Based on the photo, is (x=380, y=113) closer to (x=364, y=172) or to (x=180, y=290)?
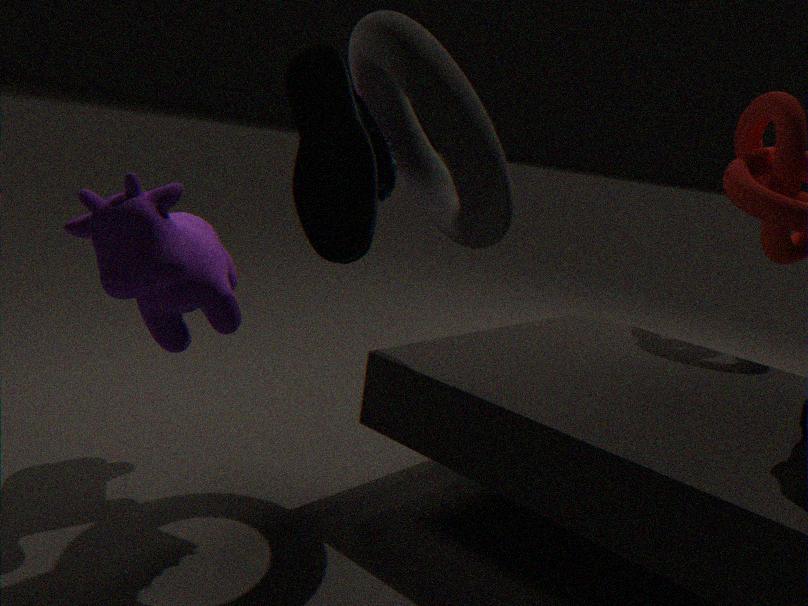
(x=364, y=172)
